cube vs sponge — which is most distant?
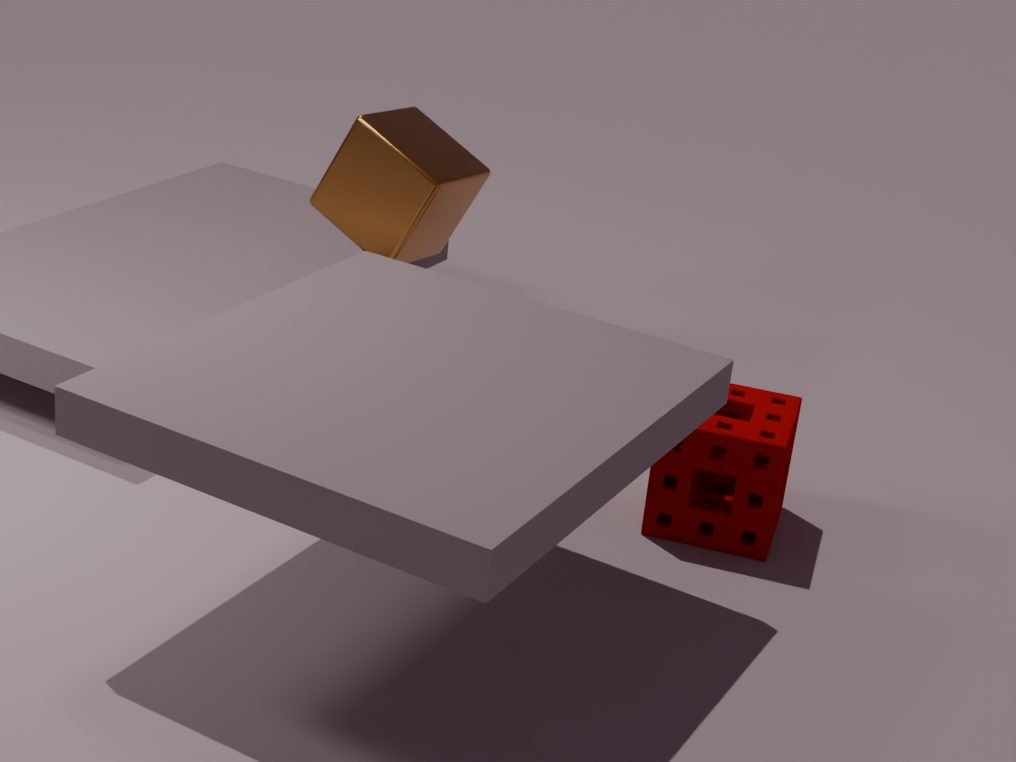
cube
